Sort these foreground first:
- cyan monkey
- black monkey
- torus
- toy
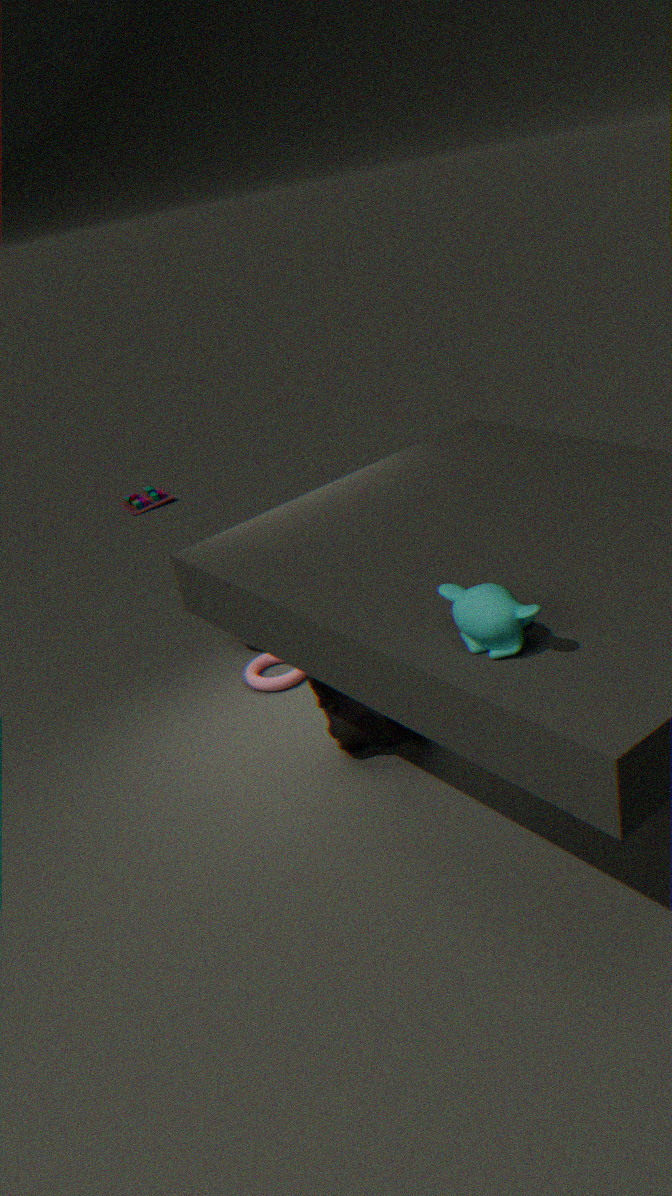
cyan monkey, black monkey, torus, toy
